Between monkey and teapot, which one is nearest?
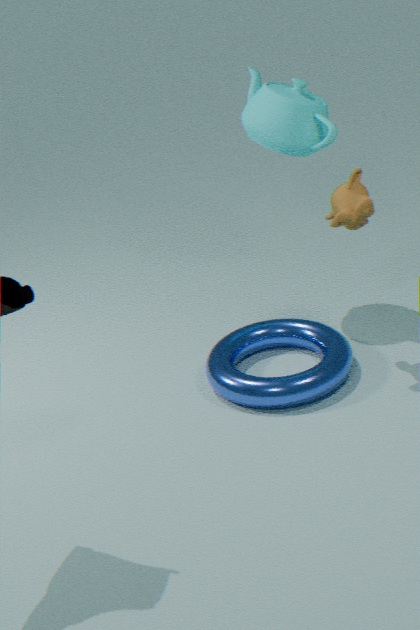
monkey
